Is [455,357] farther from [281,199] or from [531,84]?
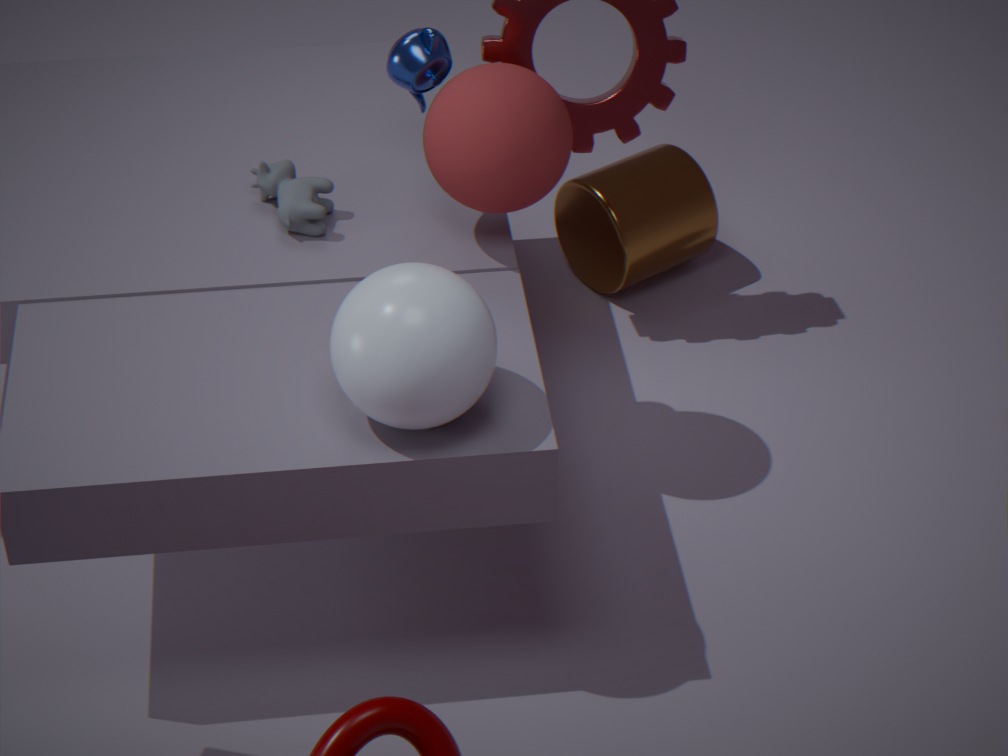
[281,199]
